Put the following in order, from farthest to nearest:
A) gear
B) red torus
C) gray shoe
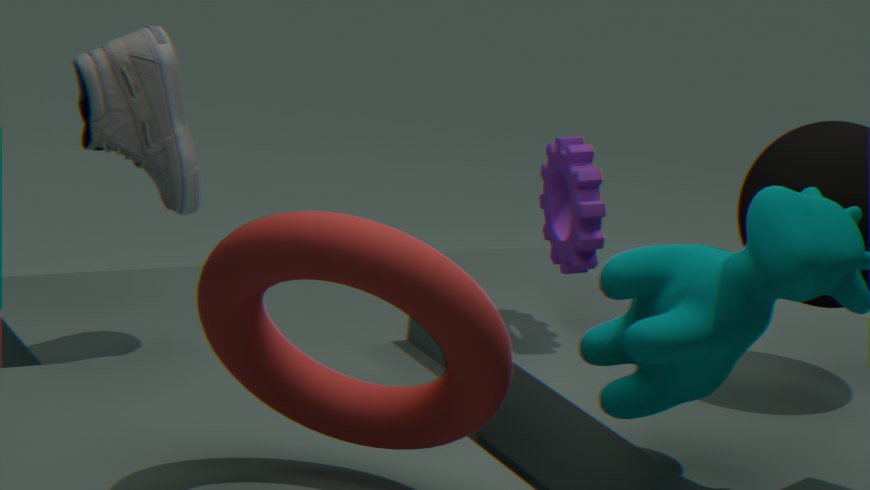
gear → gray shoe → red torus
